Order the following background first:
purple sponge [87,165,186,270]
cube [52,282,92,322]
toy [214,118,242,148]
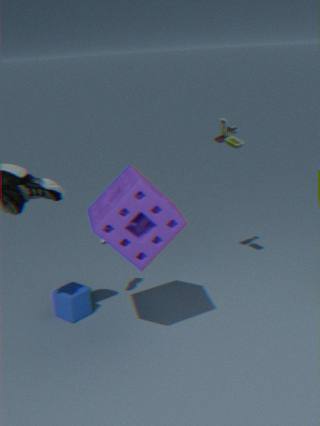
1. toy [214,118,242,148]
2. cube [52,282,92,322]
3. purple sponge [87,165,186,270]
